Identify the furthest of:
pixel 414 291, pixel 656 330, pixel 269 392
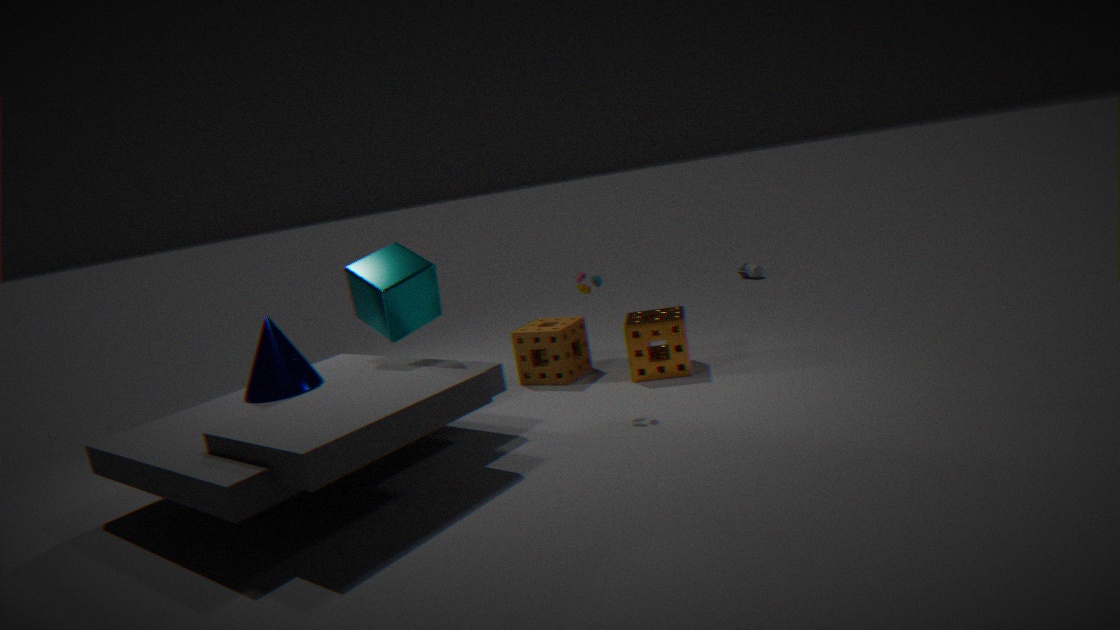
pixel 656 330
